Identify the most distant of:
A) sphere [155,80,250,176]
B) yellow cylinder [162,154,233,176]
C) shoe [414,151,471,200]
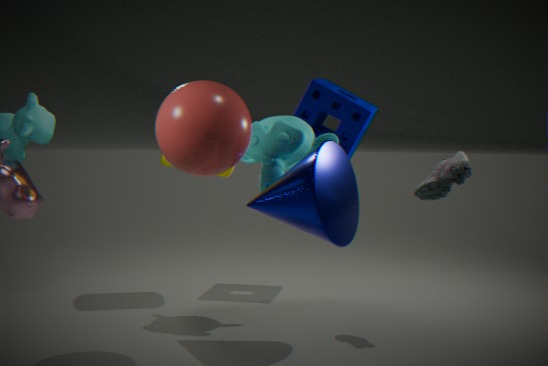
yellow cylinder [162,154,233,176]
